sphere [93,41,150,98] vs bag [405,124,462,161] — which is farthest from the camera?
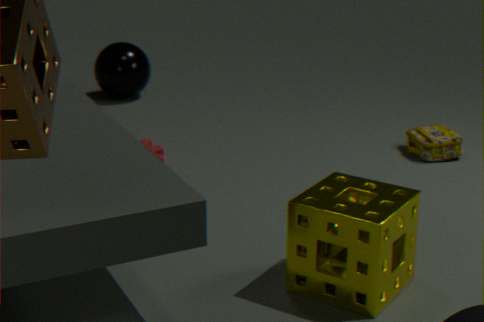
sphere [93,41,150,98]
